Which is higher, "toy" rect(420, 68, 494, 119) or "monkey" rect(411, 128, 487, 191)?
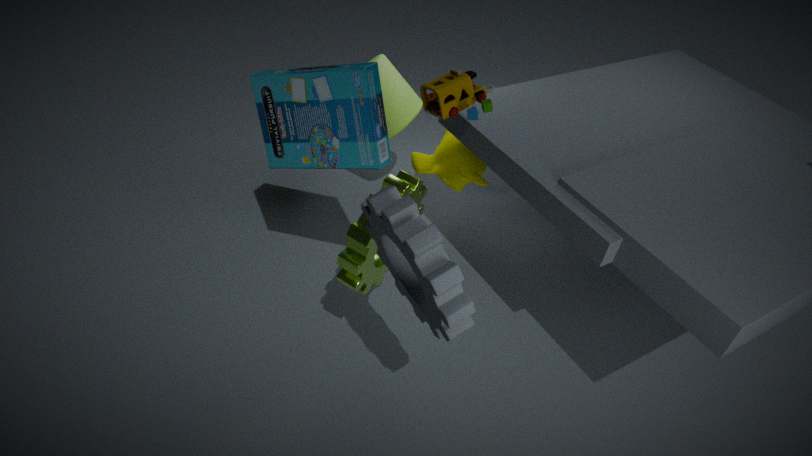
"toy" rect(420, 68, 494, 119)
